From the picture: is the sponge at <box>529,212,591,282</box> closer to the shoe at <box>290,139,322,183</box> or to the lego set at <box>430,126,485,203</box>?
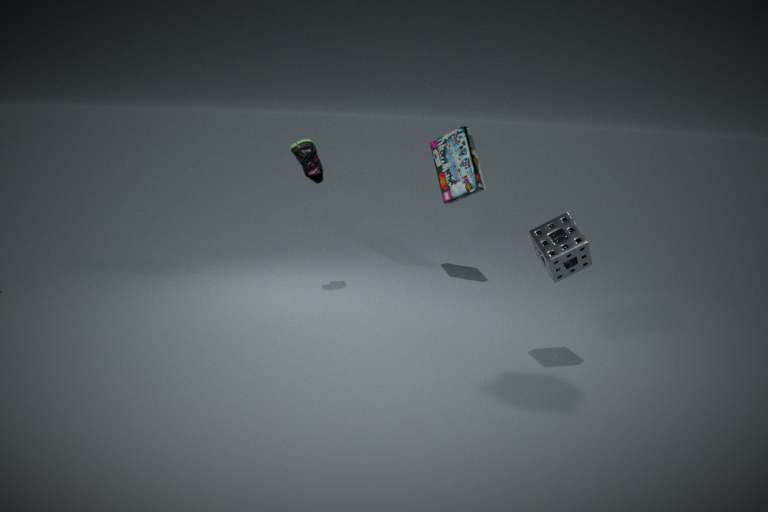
the lego set at <box>430,126,485,203</box>
